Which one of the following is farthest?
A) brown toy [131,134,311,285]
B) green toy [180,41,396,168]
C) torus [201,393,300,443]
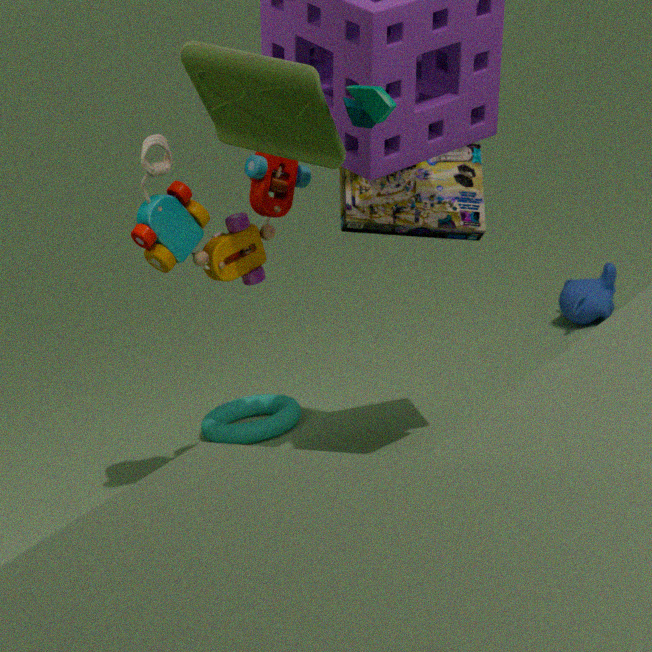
torus [201,393,300,443]
